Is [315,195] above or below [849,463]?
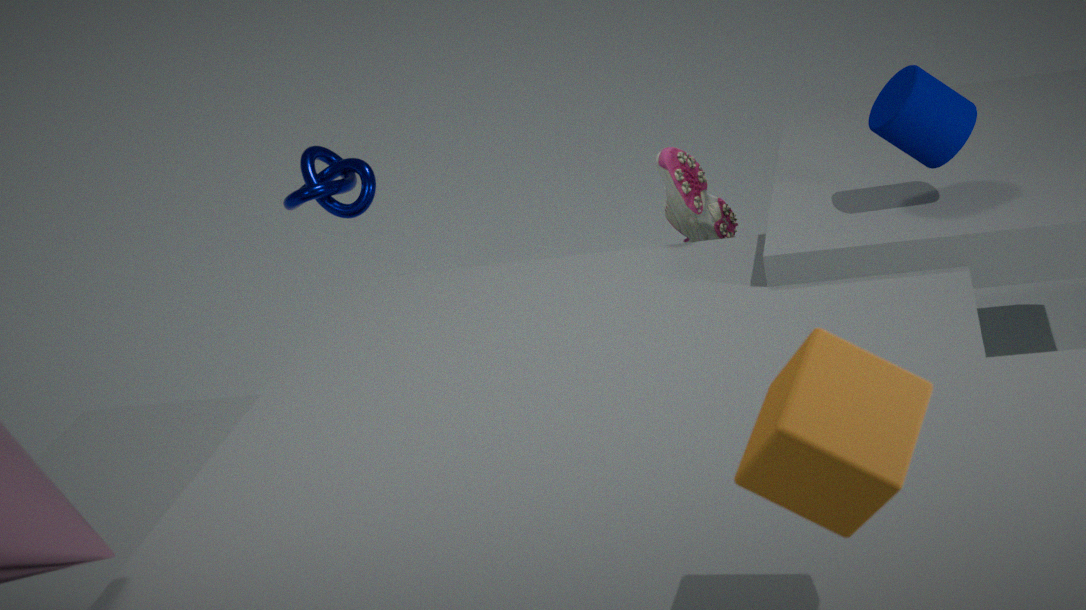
below
